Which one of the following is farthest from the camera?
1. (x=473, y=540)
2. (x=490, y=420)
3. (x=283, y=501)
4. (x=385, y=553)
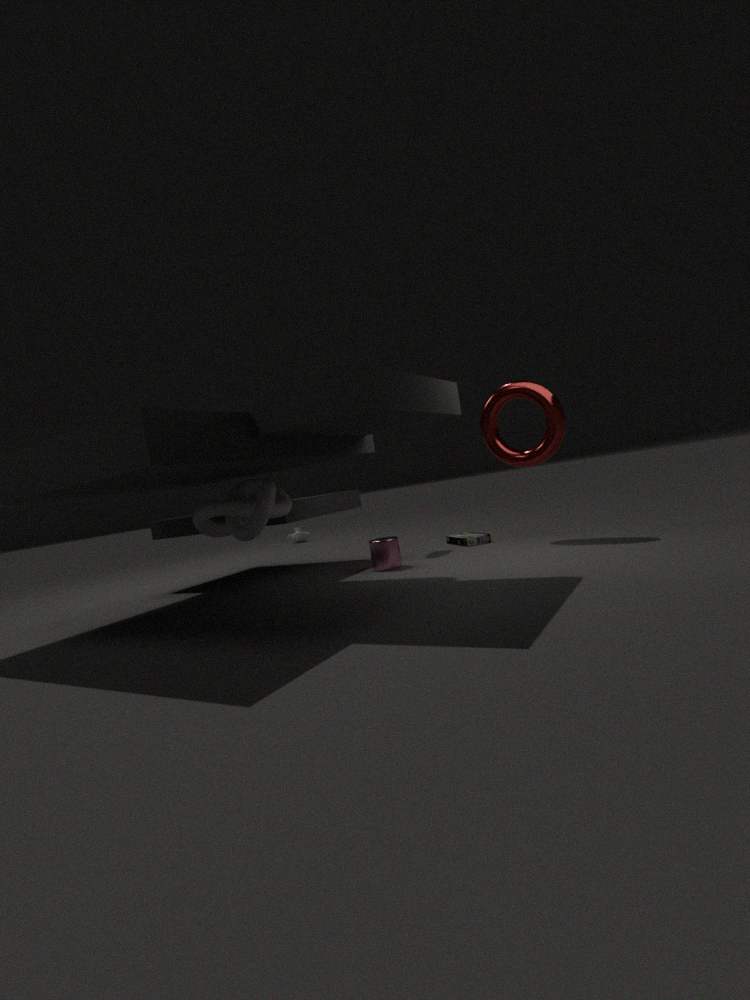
(x=473, y=540)
